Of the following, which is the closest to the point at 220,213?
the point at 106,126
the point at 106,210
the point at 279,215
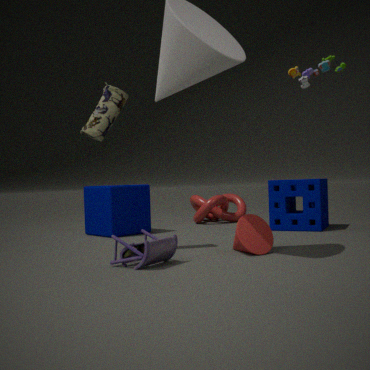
the point at 279,215
